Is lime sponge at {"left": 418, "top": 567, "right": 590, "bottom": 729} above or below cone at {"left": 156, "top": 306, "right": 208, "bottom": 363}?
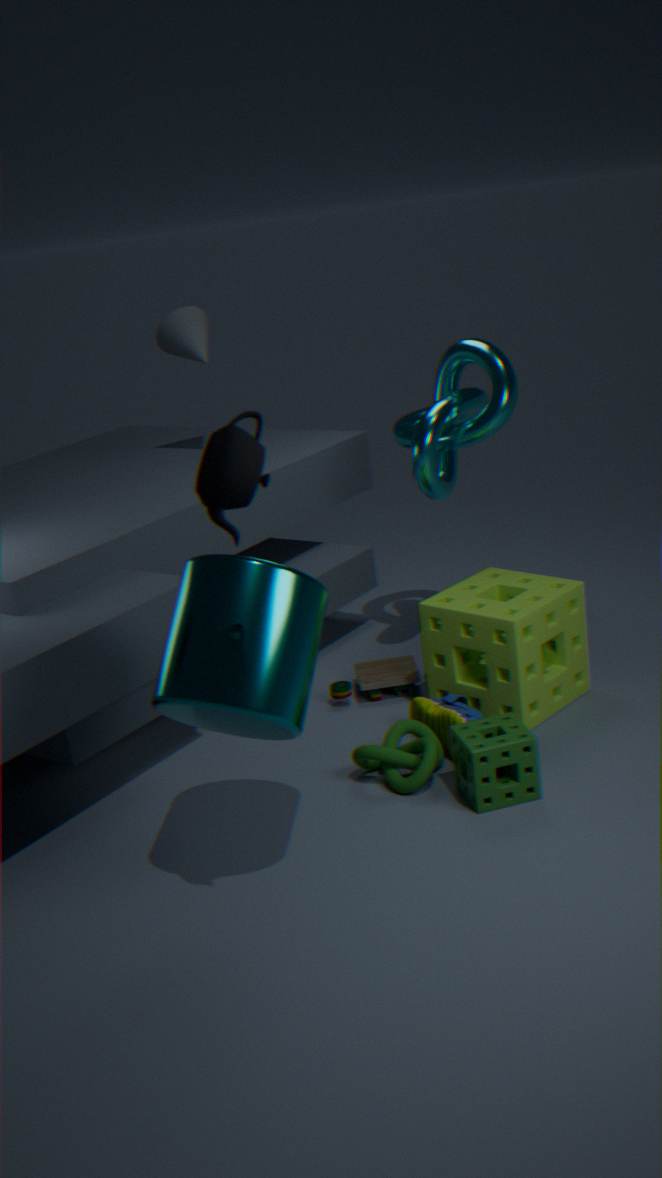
below
